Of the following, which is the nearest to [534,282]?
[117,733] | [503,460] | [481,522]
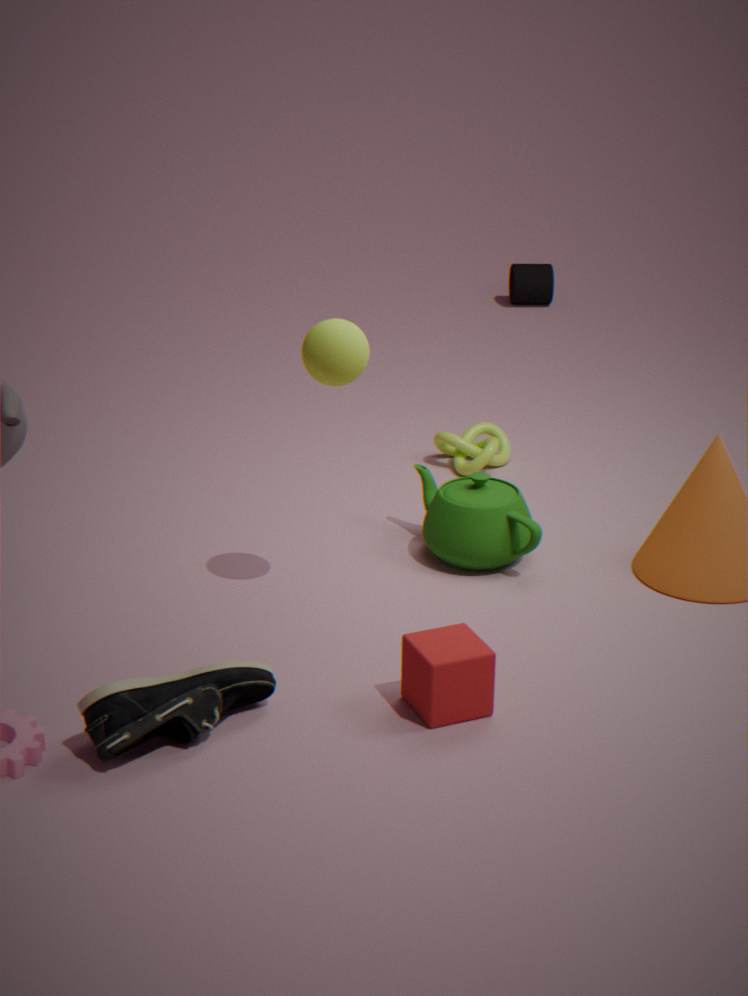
[503,460]
